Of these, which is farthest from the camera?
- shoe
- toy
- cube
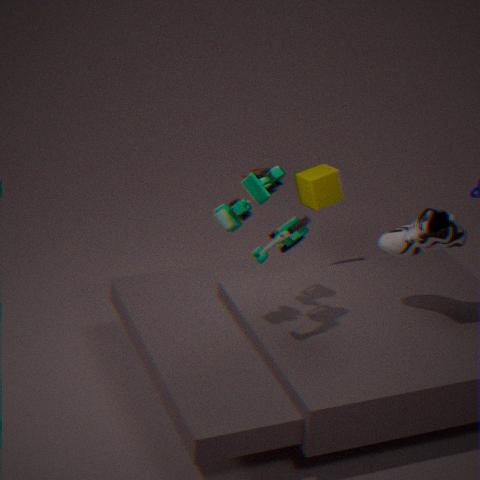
cube
